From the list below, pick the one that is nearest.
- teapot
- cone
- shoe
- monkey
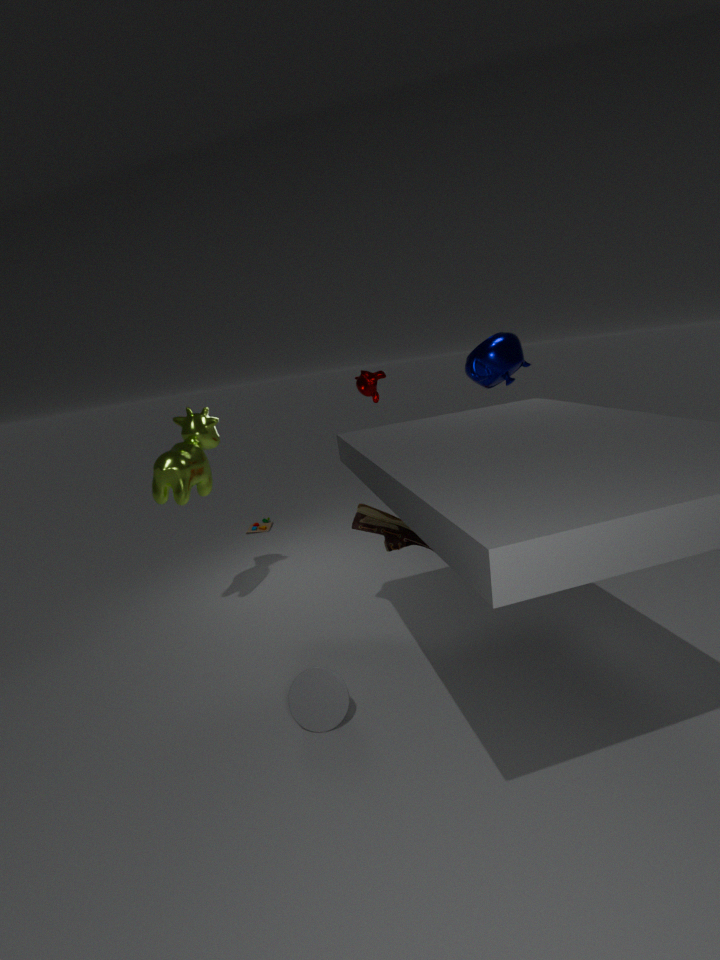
cone
